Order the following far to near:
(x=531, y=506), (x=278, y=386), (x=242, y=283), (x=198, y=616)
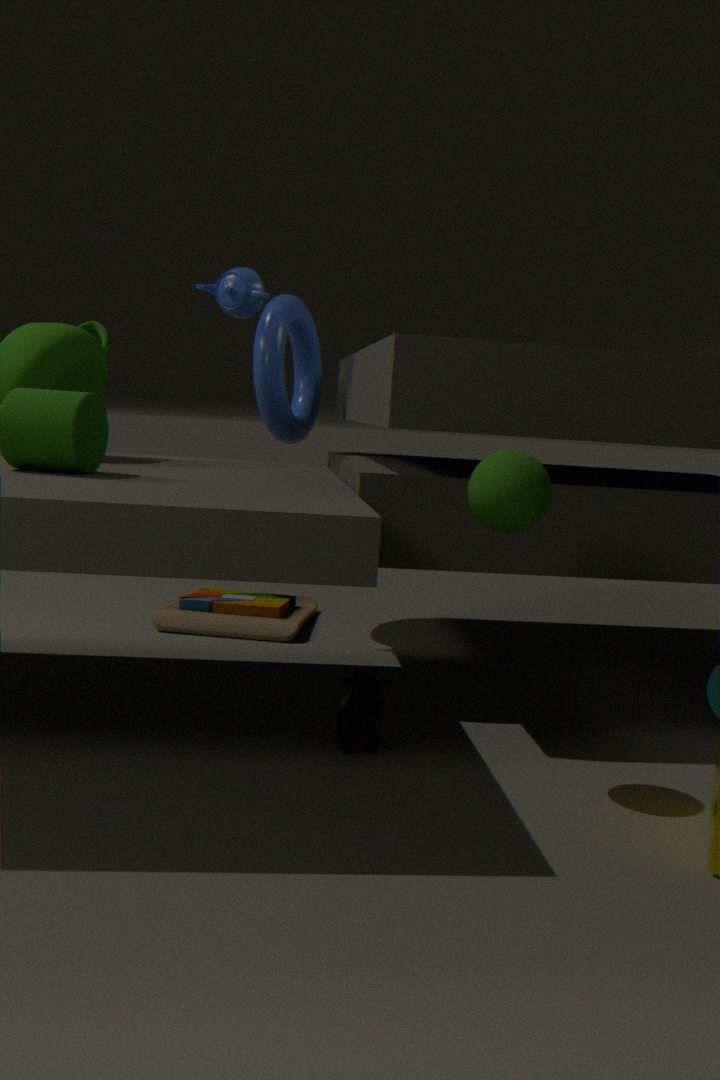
(x=198, y=616), (x=278, y=386), (x=242, y=283), (x=531, y=506)
